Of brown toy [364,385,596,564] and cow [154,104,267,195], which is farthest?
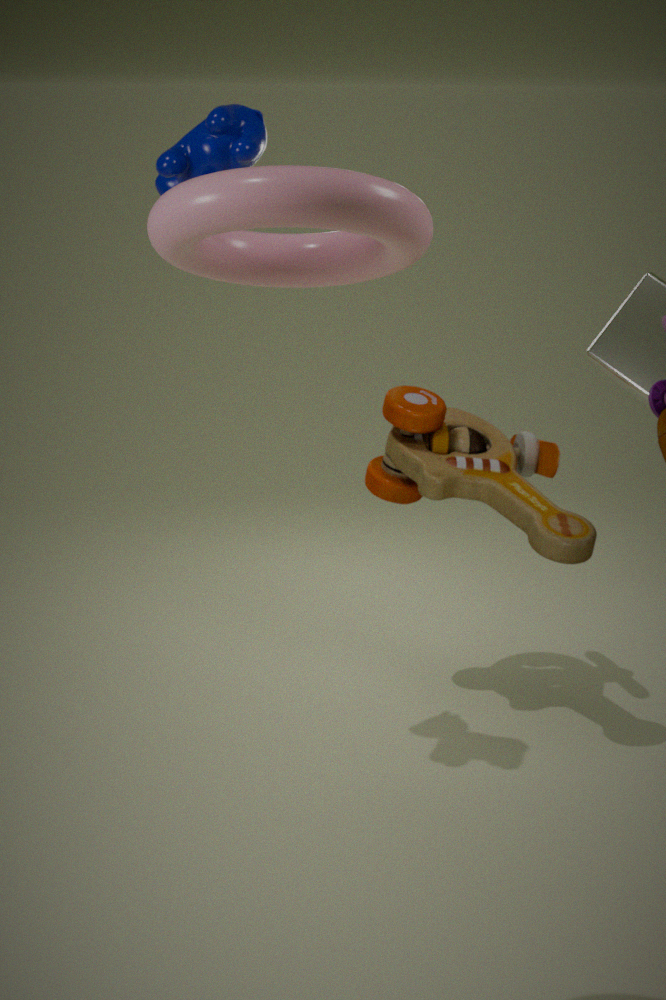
brown toy [364,385,596,564]
